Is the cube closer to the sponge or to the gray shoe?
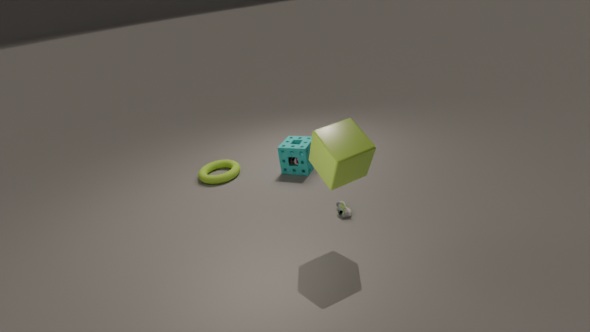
the gray shoe
